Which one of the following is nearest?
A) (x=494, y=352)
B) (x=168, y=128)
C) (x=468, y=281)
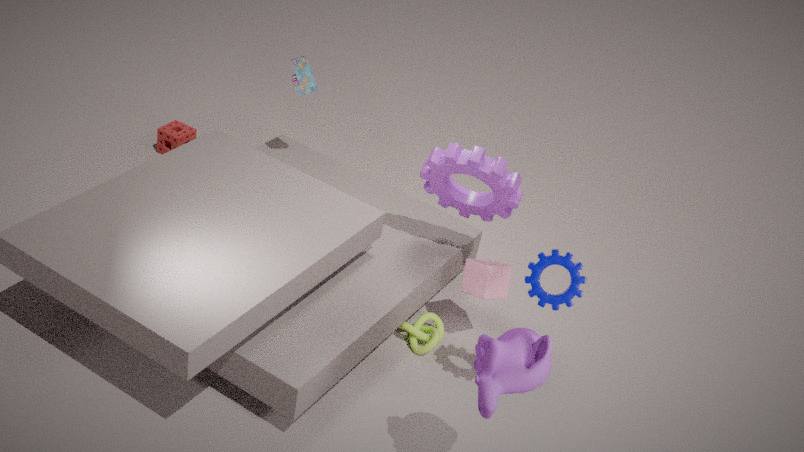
(x=494, y=352)
